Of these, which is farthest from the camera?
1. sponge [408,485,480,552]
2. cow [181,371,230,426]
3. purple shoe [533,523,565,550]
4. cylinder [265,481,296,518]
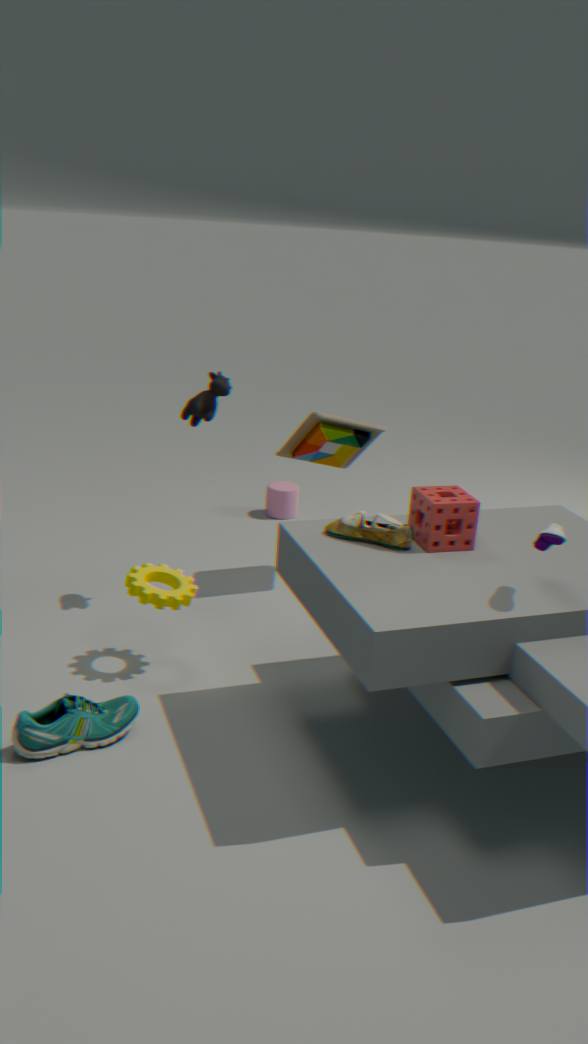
cylinder [265,481,296,518]
